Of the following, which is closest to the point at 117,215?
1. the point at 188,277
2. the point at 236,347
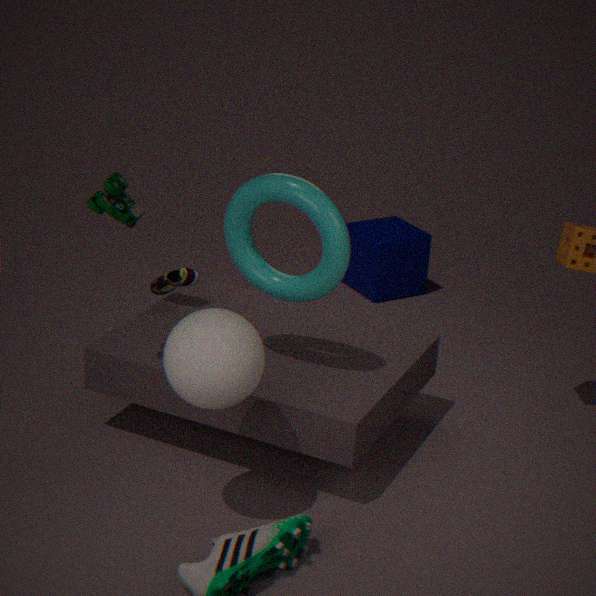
the point at 236,347
